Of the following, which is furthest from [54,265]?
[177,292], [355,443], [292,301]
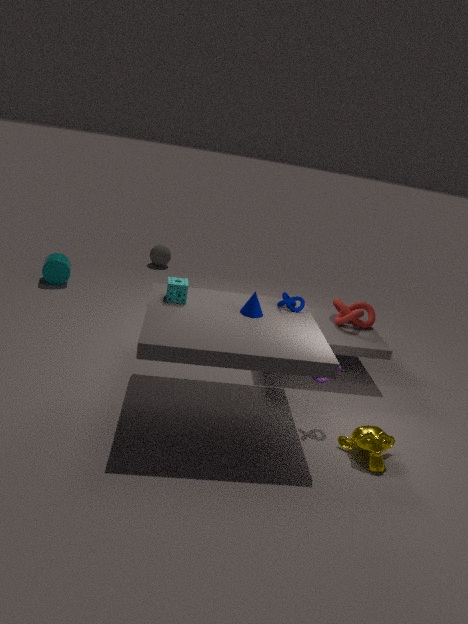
[355,443]
